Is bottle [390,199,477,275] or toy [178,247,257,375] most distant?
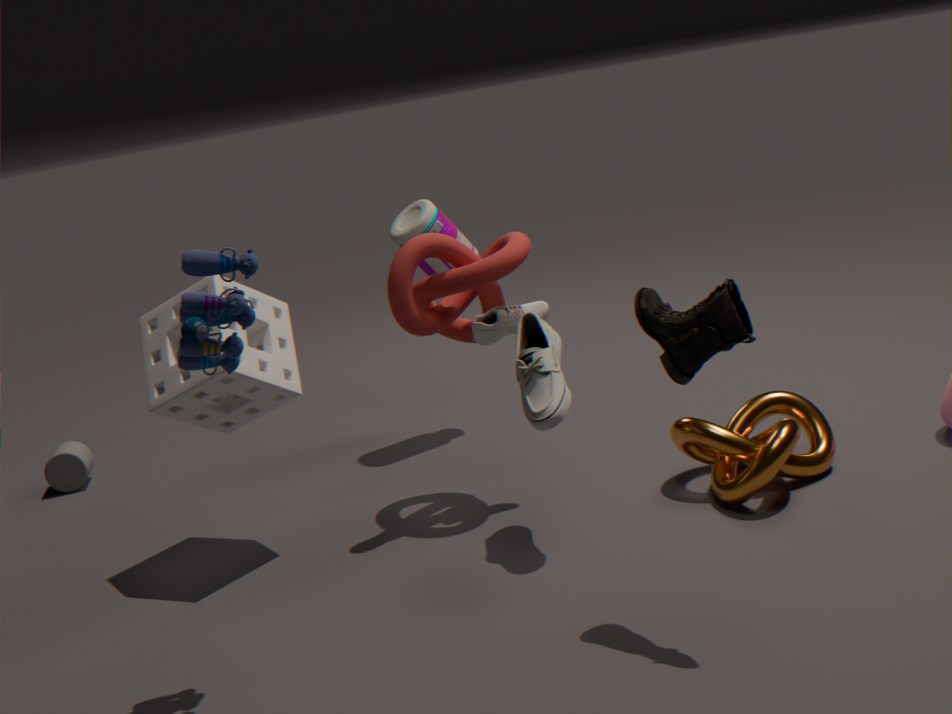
bottle [390,199,477,275]
